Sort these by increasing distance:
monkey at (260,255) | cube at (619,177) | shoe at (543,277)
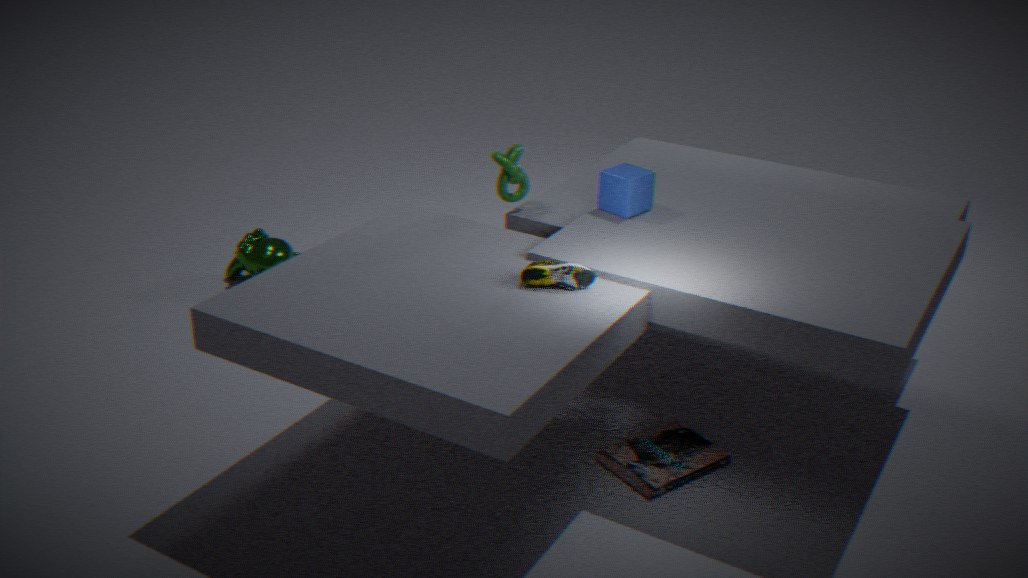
shoe at (543,277) → cube at (619,177) → monkey at (260,255)
